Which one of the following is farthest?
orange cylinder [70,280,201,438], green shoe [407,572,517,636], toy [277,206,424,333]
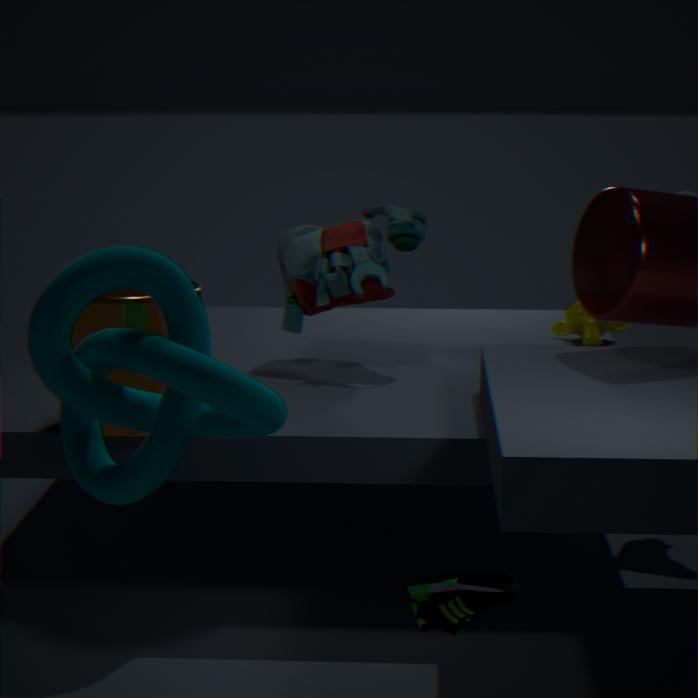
toy [277,206,424,333]
